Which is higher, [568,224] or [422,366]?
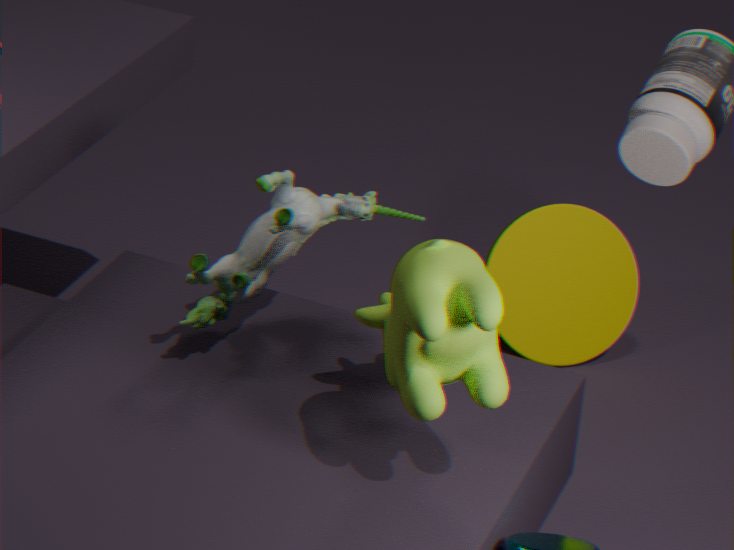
[422,366]
